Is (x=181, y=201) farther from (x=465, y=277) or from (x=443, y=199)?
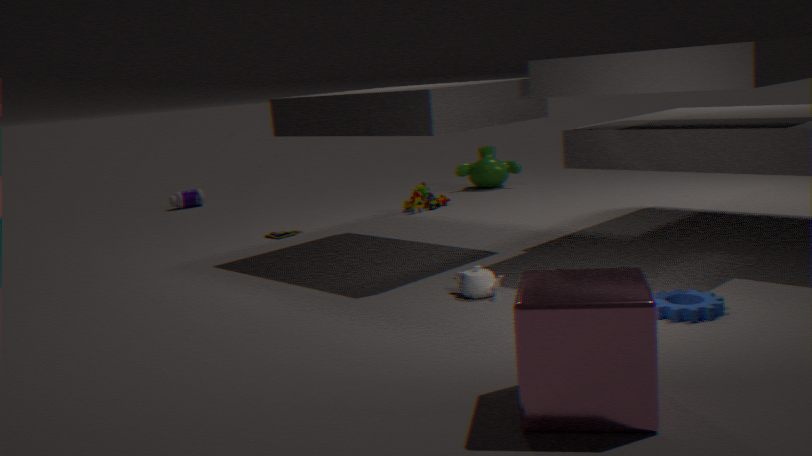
(x=465, y=277)
